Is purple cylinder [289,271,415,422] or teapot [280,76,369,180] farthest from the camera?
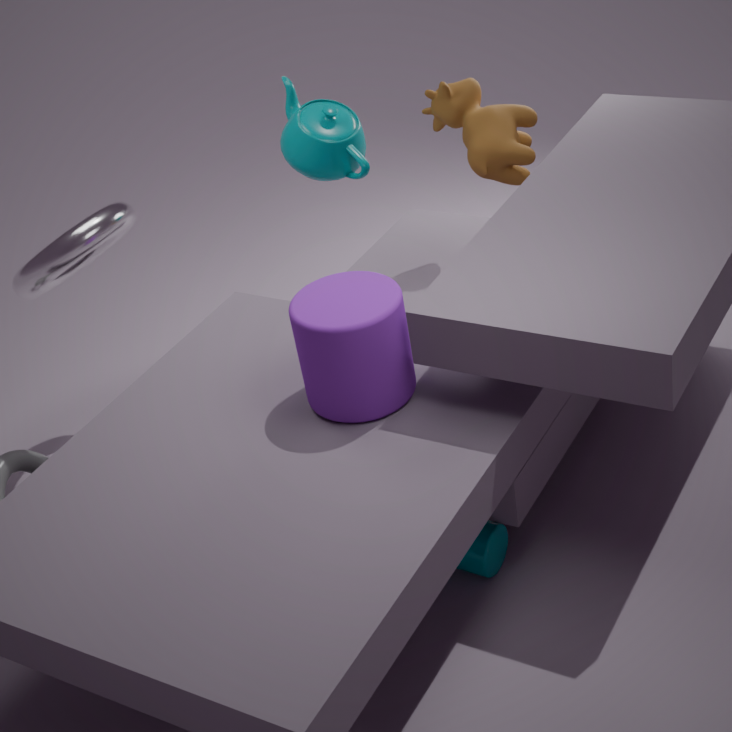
teapot [280,76,369,180]
